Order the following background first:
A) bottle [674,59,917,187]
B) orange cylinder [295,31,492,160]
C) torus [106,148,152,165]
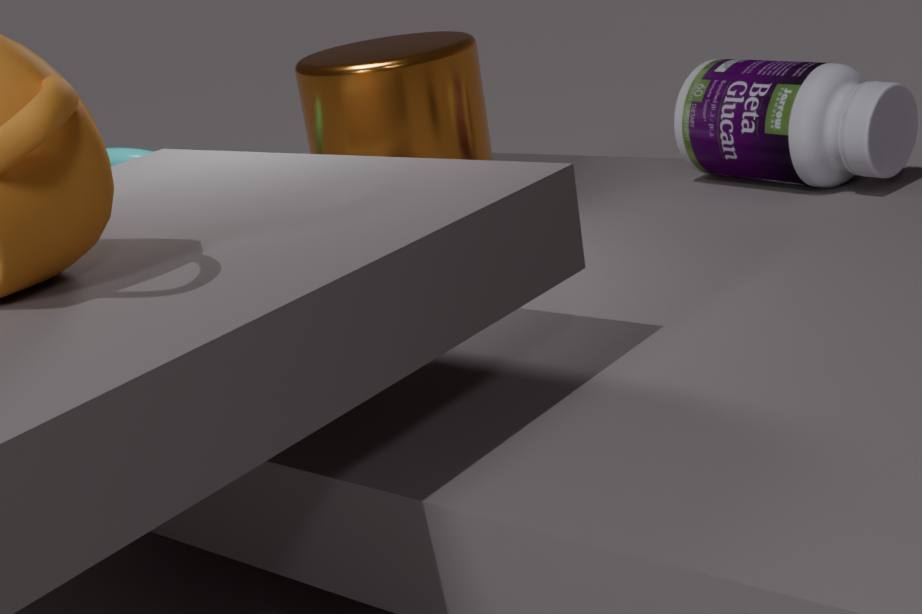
torus [106,148,152,165]
orange cylinder [295,31,492,160]
bottle [674,59,917,187]
